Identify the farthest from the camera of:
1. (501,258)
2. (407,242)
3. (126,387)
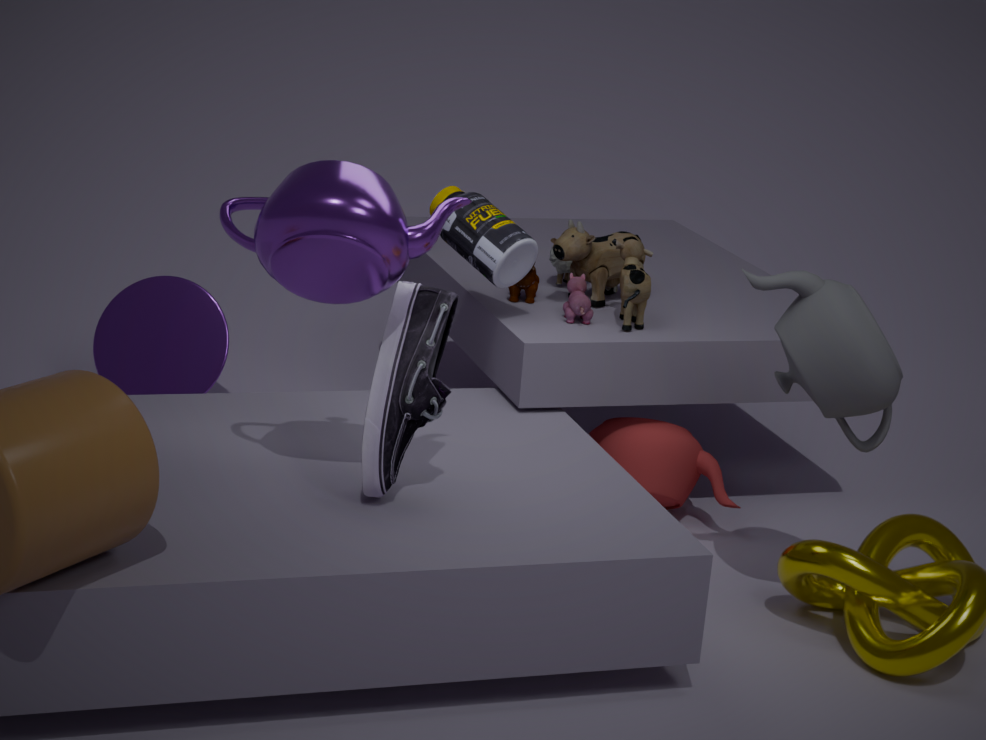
(126,387)
